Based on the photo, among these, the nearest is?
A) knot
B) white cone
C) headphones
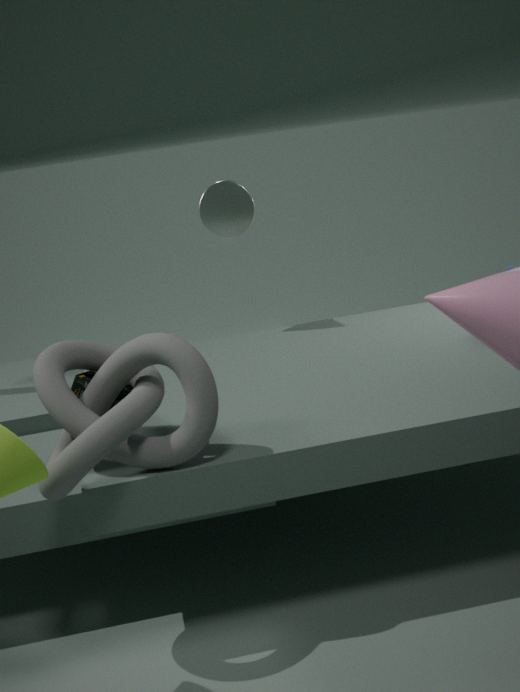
knot
